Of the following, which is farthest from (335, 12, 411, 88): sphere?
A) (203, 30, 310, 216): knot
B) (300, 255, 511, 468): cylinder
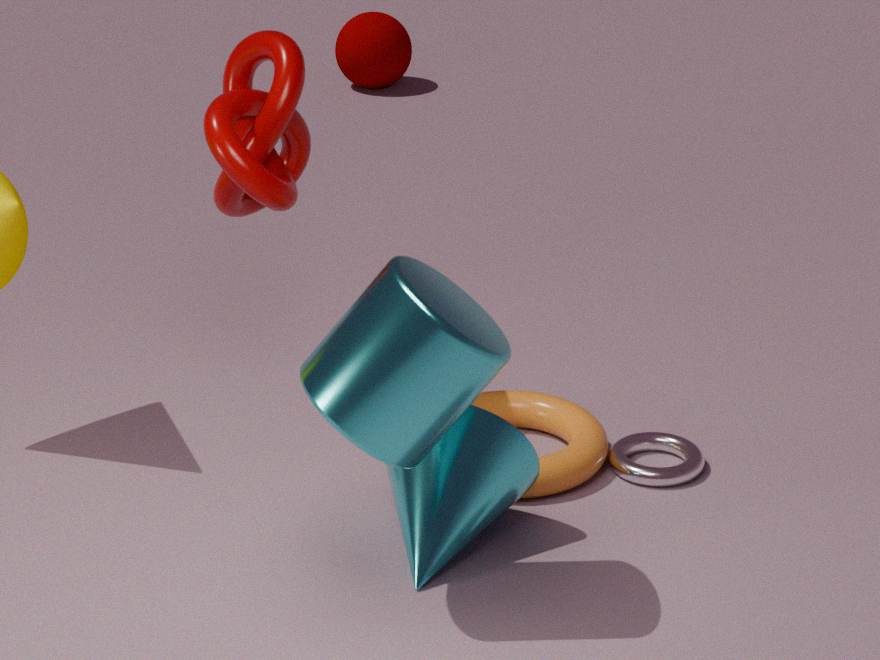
(300, 255, 511, 468): cylinder
